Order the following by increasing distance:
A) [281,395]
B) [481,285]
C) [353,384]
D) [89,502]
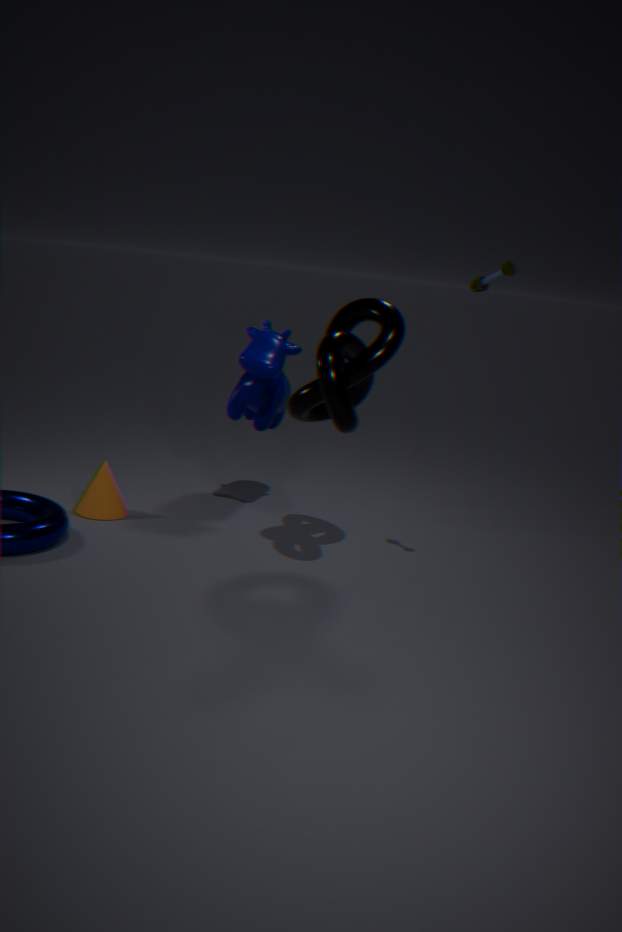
[481,285] → [353,384] → [89,502] → [281,395]
